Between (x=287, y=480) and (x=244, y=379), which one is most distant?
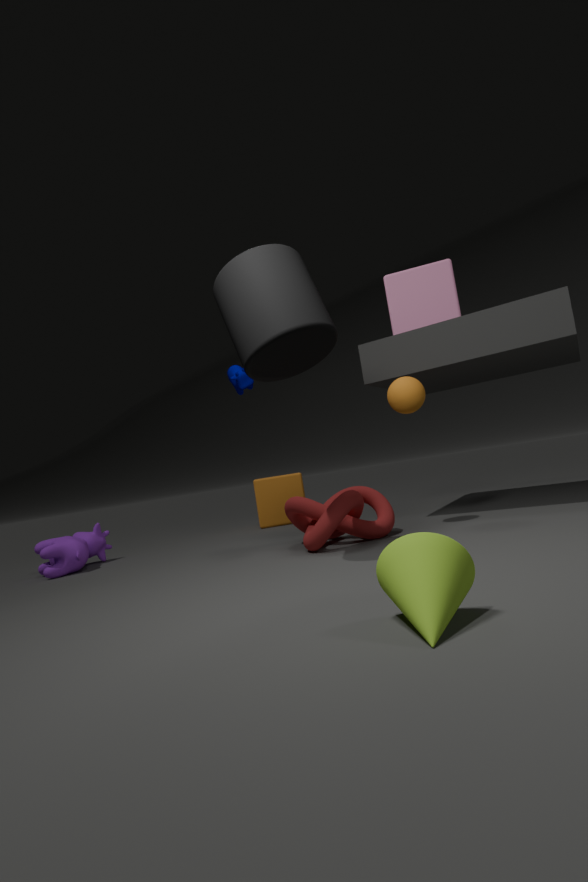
(x=287, y=480)
